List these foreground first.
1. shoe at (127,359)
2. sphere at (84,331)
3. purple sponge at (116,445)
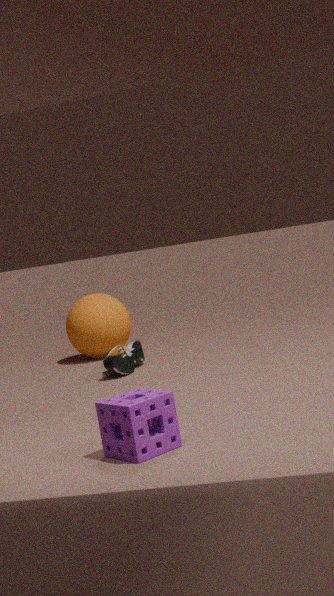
1. purple sponge at (116,445)
2. shoe at (127,359)
3. sphere at (84,331)
